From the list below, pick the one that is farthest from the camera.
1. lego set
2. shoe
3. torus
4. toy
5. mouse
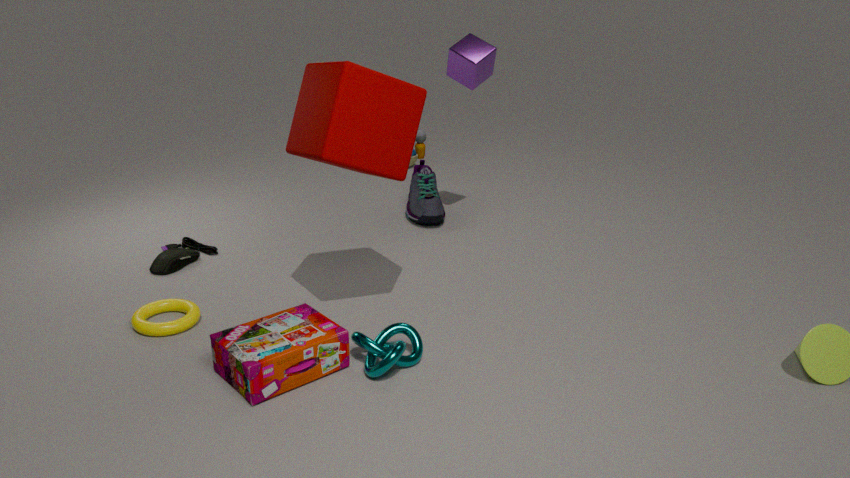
toy
